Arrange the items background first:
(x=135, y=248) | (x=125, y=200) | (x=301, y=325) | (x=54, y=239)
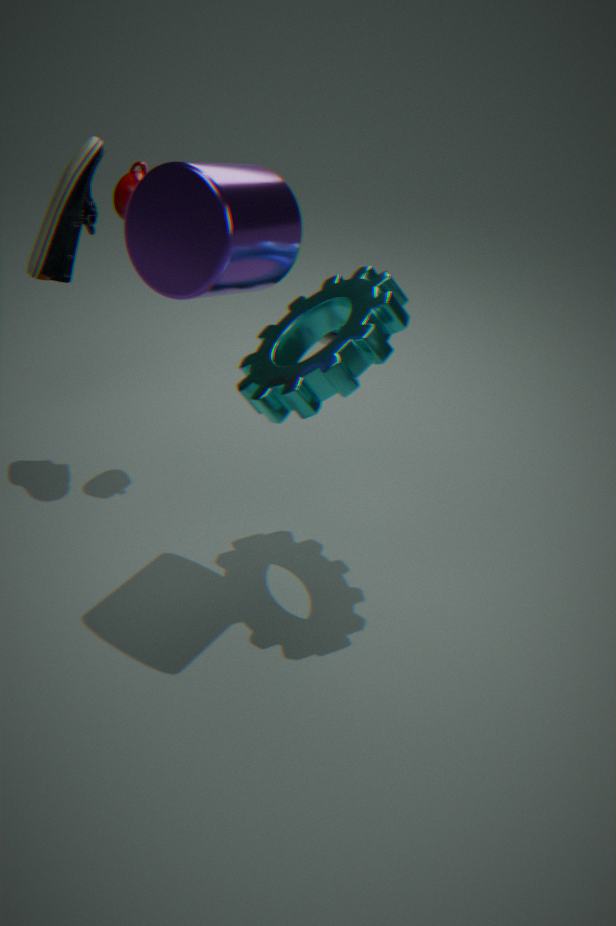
(x=54, y=239) < (x=125, y=200) < (x=301, y=325) < (x=135, y=248)
